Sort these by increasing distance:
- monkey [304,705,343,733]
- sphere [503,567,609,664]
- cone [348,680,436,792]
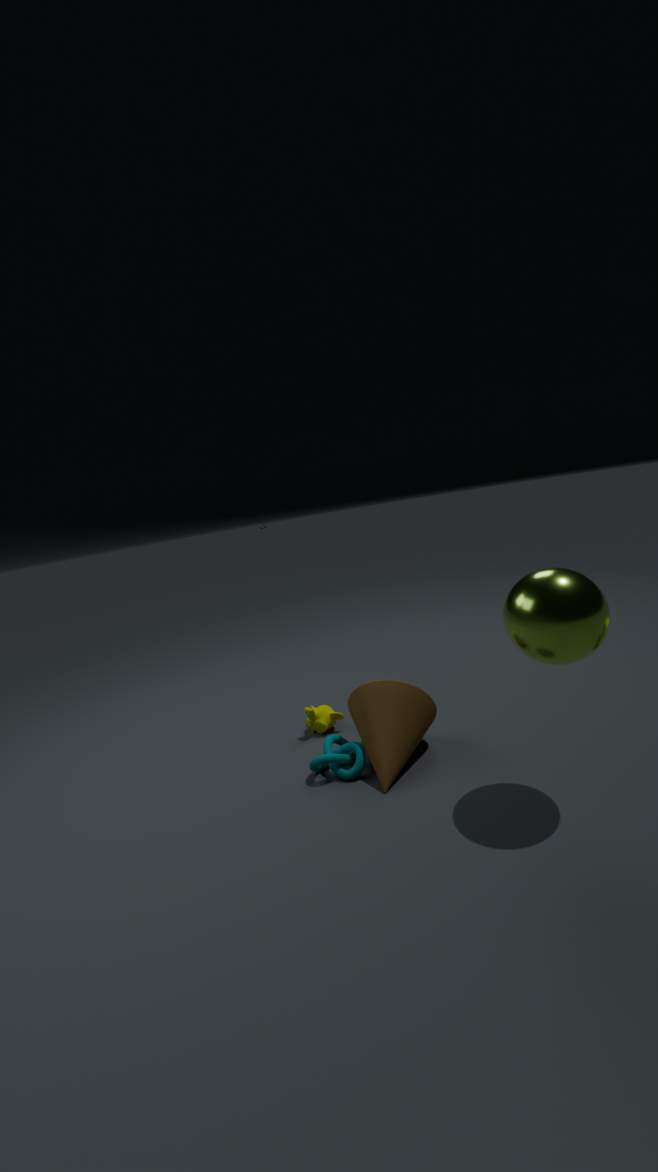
sphere [503,567,609,664] < cone [348,680,436,792] < monkey [304,705,343,733]
